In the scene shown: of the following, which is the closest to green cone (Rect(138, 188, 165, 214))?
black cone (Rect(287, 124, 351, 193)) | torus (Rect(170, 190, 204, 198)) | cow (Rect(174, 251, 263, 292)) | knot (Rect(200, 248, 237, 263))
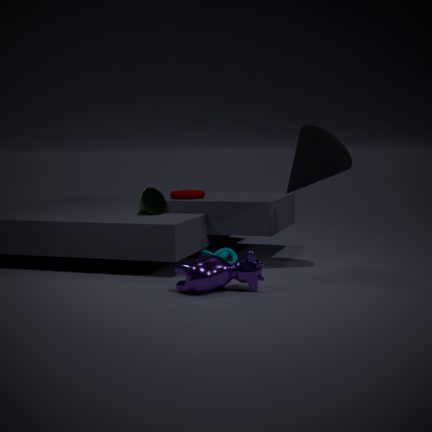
torus (Rect(170, 190, 204, 198))
